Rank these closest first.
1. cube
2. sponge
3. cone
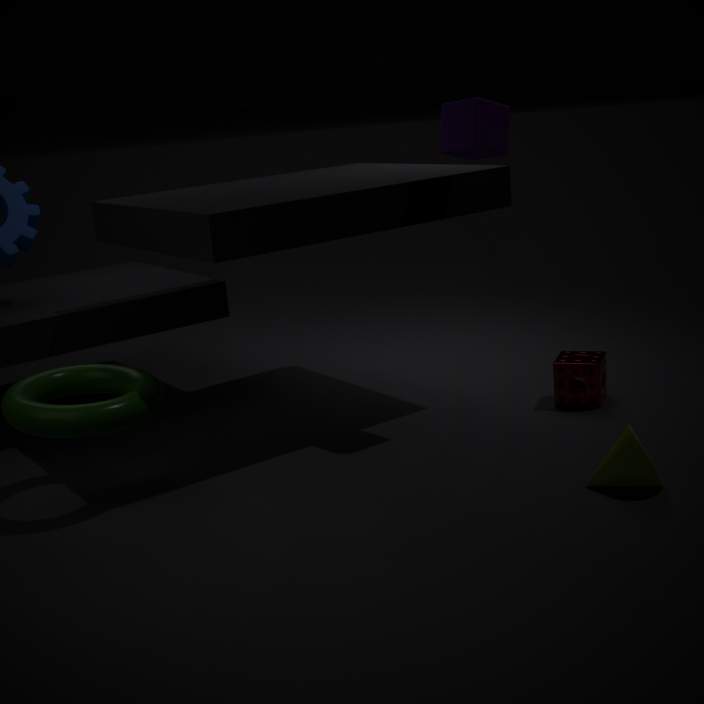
1. cone
2. cube
3. sponge
